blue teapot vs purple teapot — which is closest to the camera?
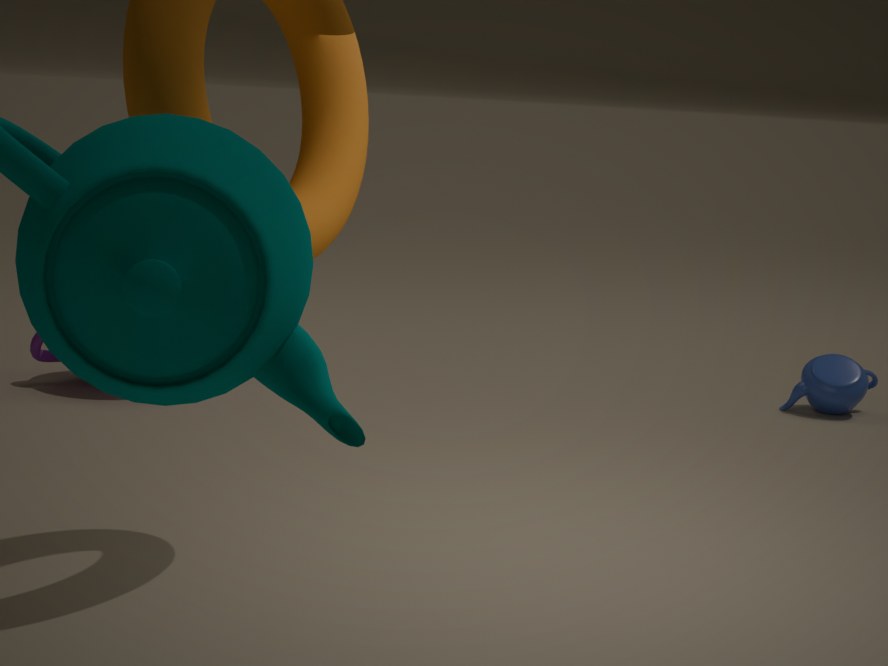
purple teapot
